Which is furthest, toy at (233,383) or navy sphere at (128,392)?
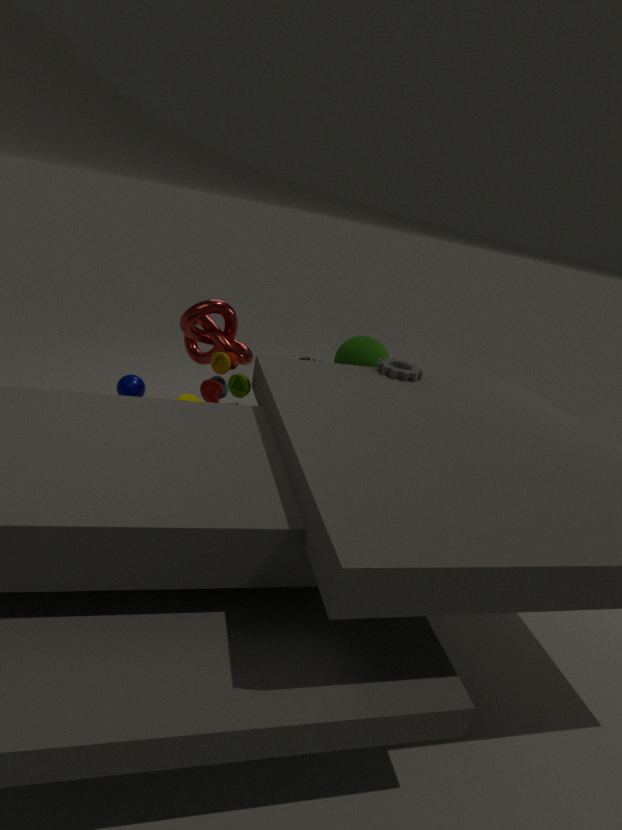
navy sphere at (128,392)
